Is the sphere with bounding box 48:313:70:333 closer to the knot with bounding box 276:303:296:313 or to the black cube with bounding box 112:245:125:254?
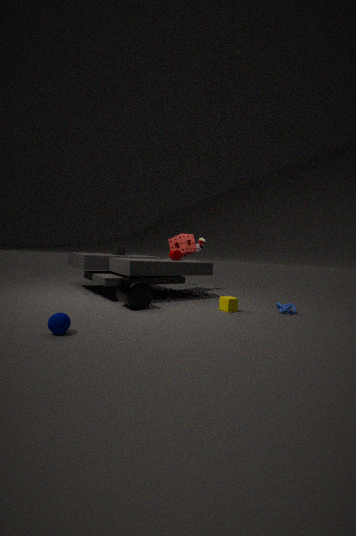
the black cube with bounding box 112:245:125:254
